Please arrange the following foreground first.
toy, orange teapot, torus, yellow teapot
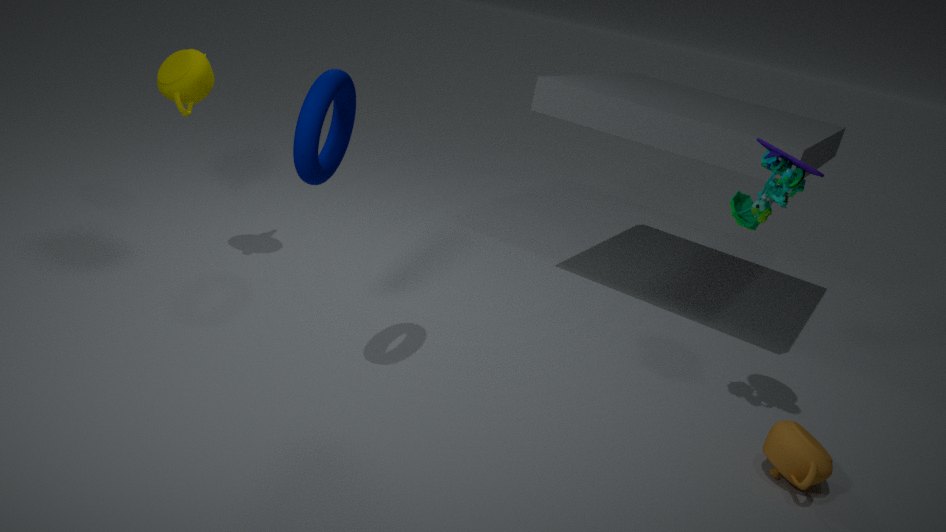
torus, toy, orange teapot, yellow teapot
